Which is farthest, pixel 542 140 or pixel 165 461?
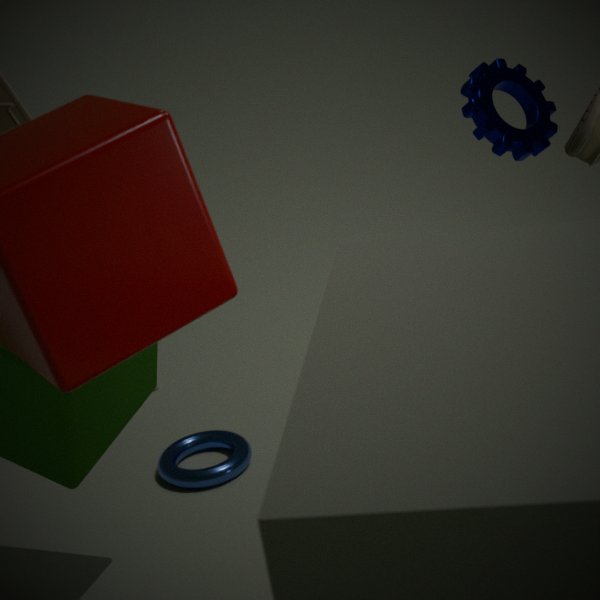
pixel 165 461
